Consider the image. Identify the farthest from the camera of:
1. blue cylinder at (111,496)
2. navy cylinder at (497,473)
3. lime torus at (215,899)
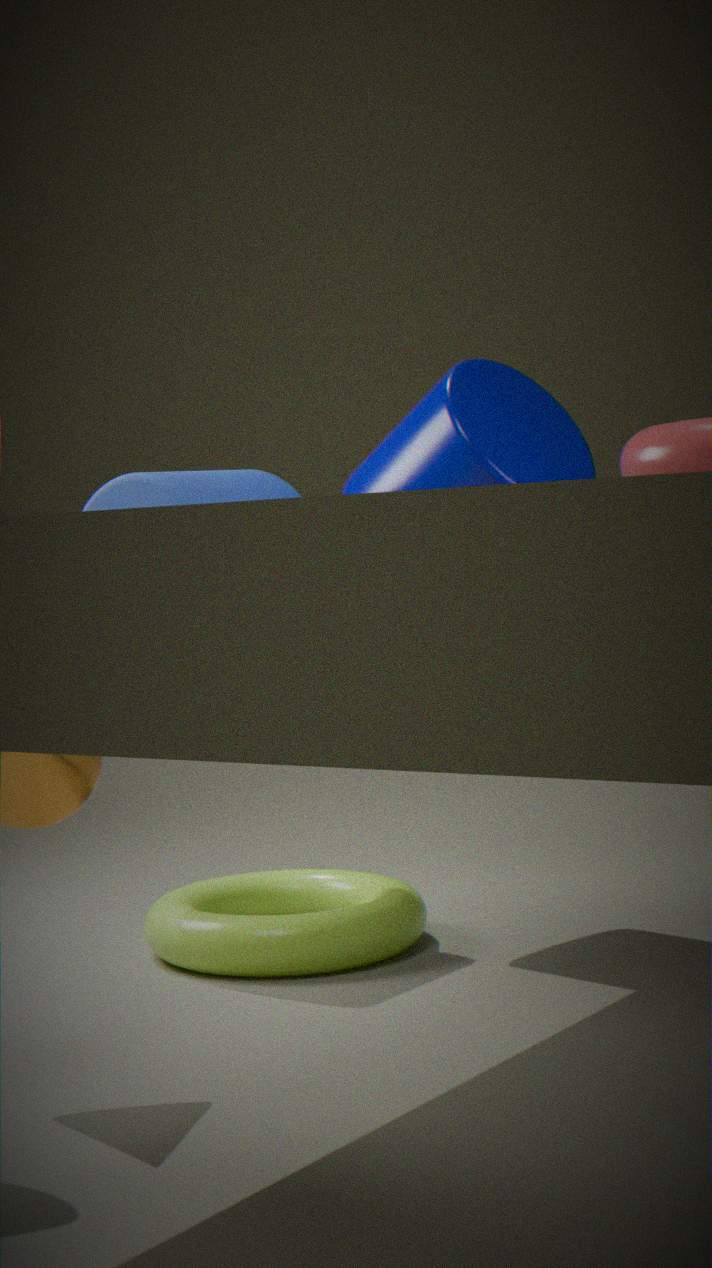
blue cylinder at (111,496)
